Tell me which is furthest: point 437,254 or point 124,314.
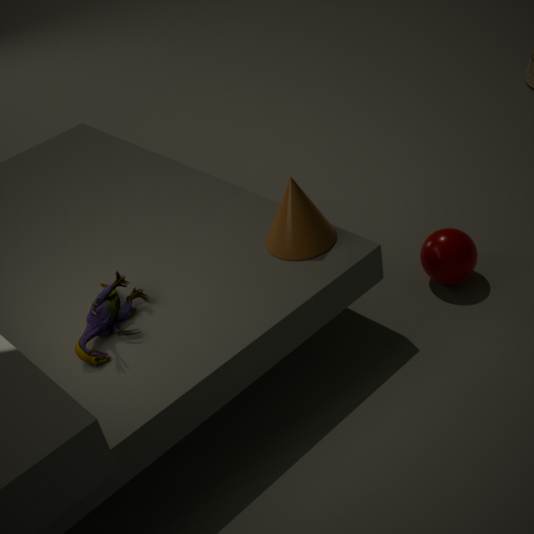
point 437,254
